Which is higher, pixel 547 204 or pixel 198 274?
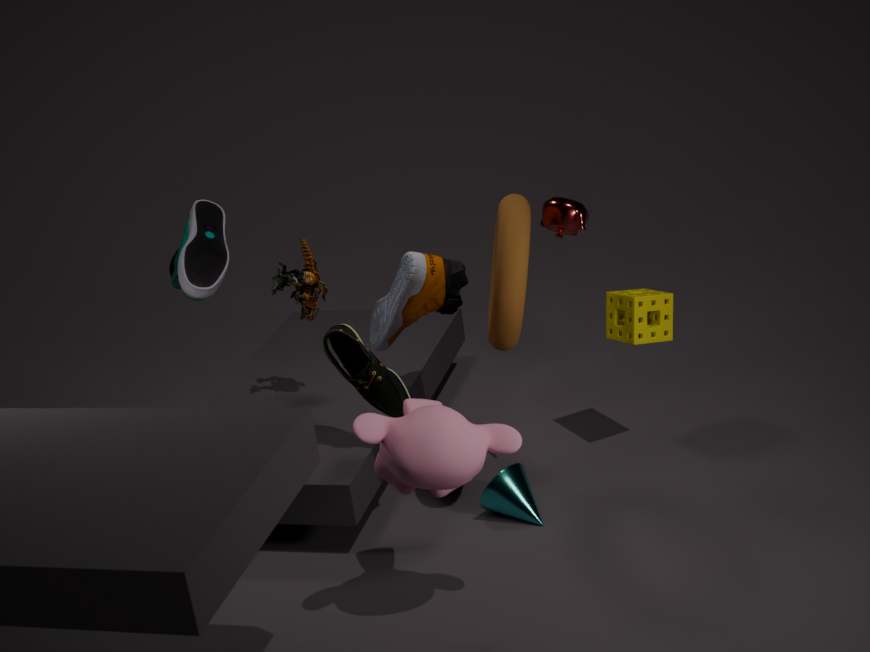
pixel 547 204
